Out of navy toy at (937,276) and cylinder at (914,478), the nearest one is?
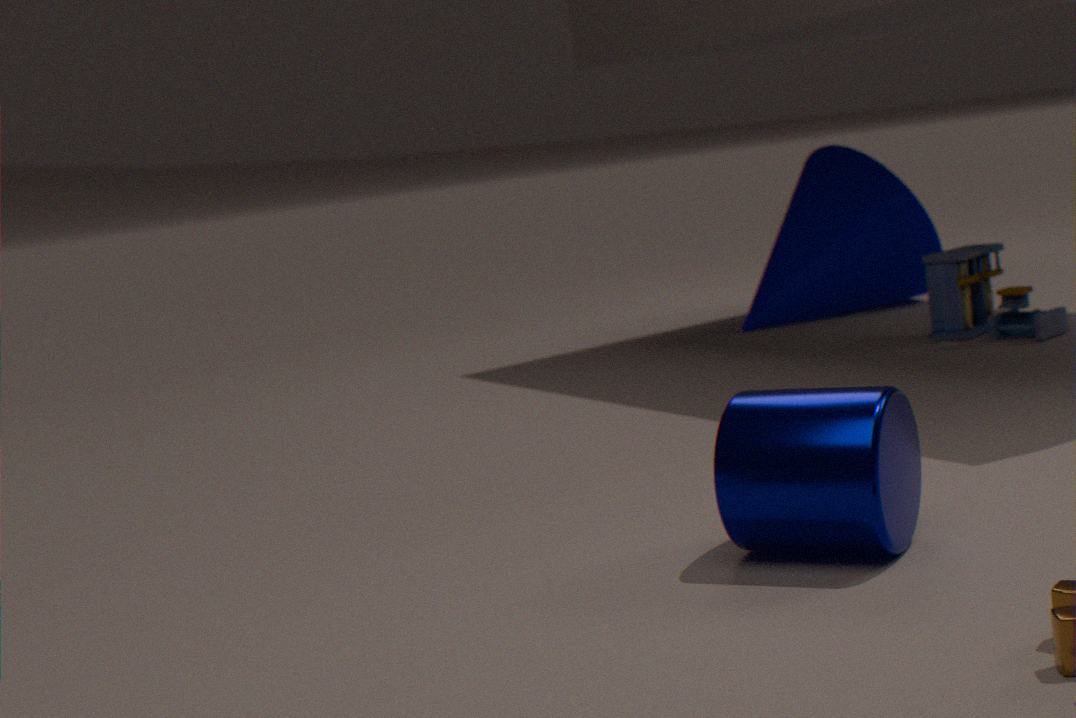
cylinder at (914,478)
